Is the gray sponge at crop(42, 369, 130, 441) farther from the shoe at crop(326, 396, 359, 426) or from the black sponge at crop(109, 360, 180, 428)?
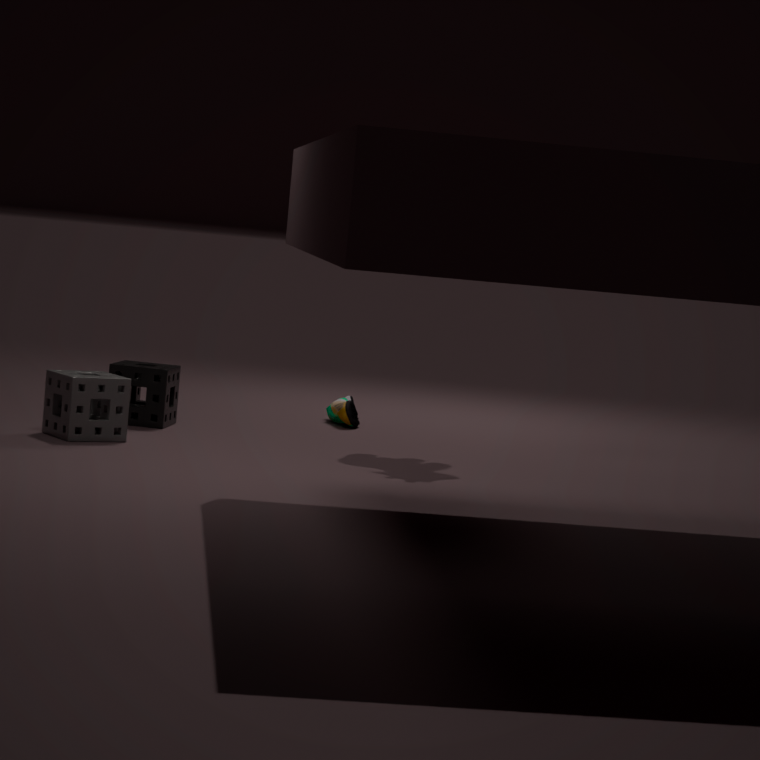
the shoe at crop(326, 396, 359, 426)
